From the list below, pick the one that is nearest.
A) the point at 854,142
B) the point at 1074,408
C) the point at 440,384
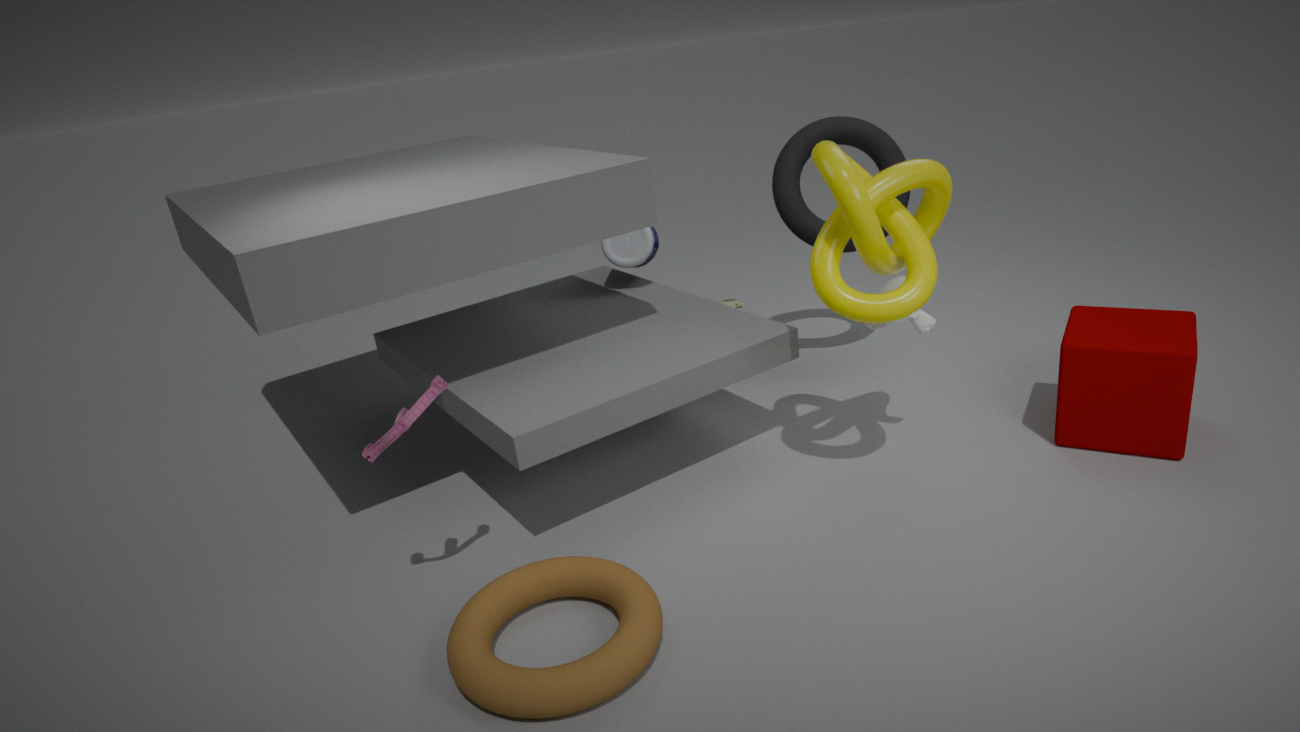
the point at 440,384
